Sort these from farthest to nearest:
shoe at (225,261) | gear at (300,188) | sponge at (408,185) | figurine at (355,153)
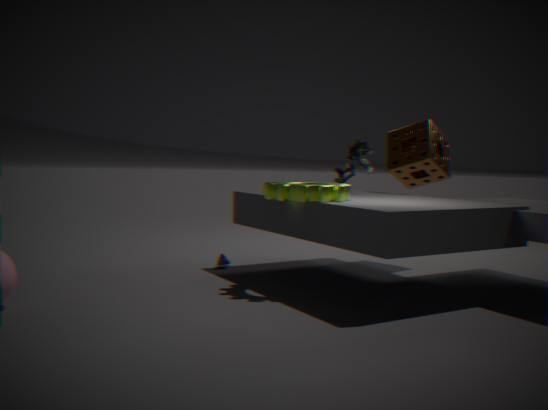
sponge at (408,185) < shoe at (225,261) < figurine at (355,153) < gear at (300,188)
